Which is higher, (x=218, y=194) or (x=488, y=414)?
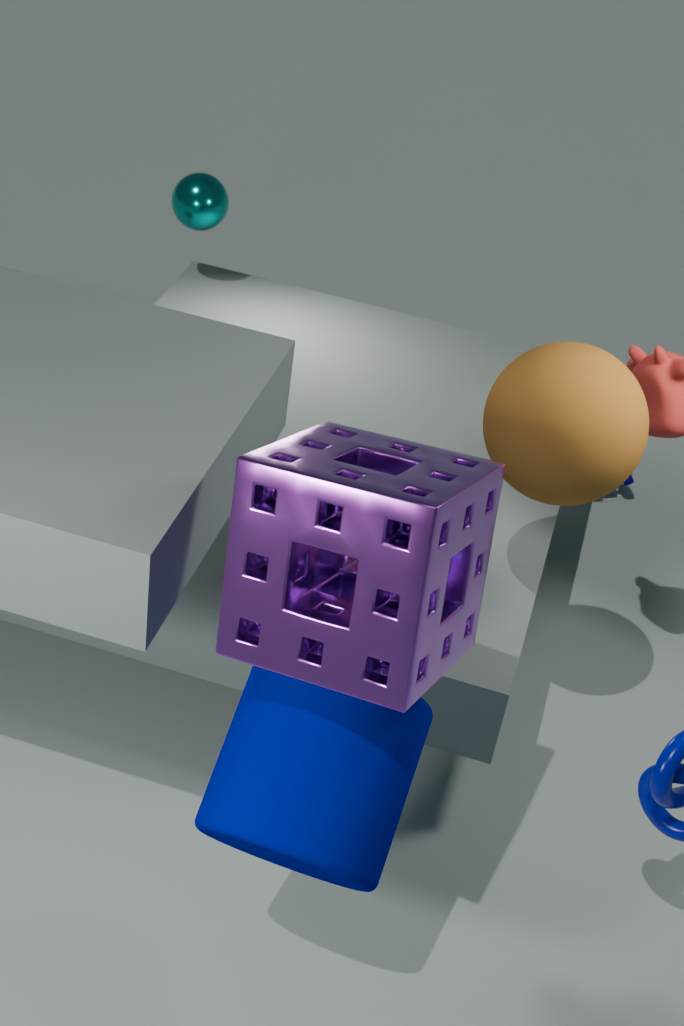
(x=488, y=414)
